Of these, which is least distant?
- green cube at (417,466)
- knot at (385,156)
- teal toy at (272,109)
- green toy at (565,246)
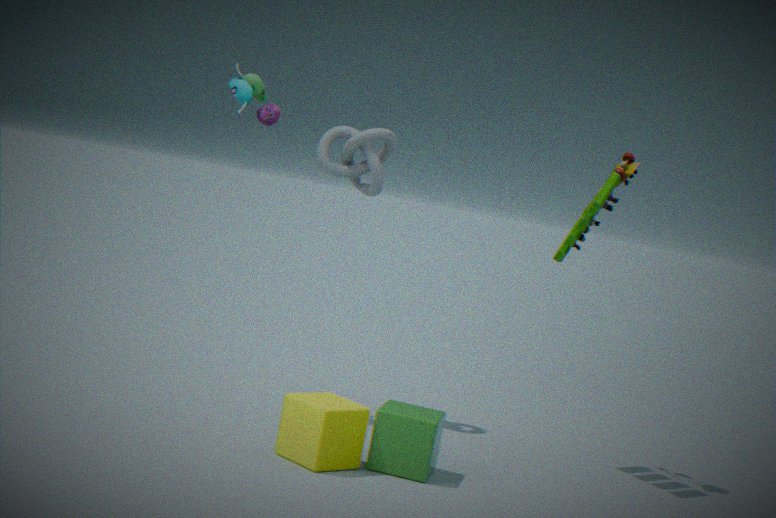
green cube at (417,466)
